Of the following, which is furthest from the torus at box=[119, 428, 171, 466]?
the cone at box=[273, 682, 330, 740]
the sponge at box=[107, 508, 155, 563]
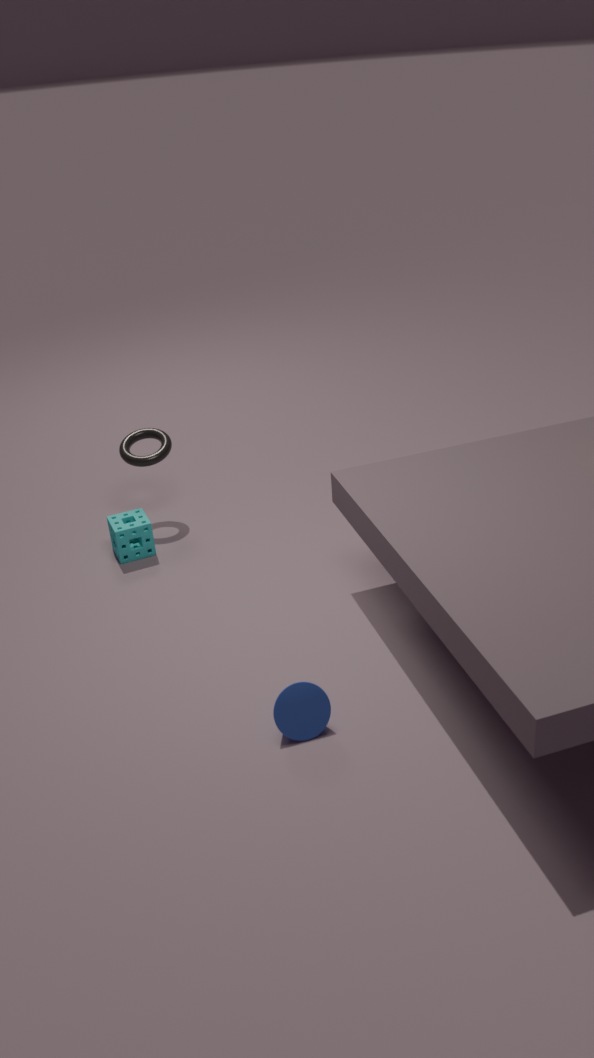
the cone at box=[273, 682, 330, 740]
